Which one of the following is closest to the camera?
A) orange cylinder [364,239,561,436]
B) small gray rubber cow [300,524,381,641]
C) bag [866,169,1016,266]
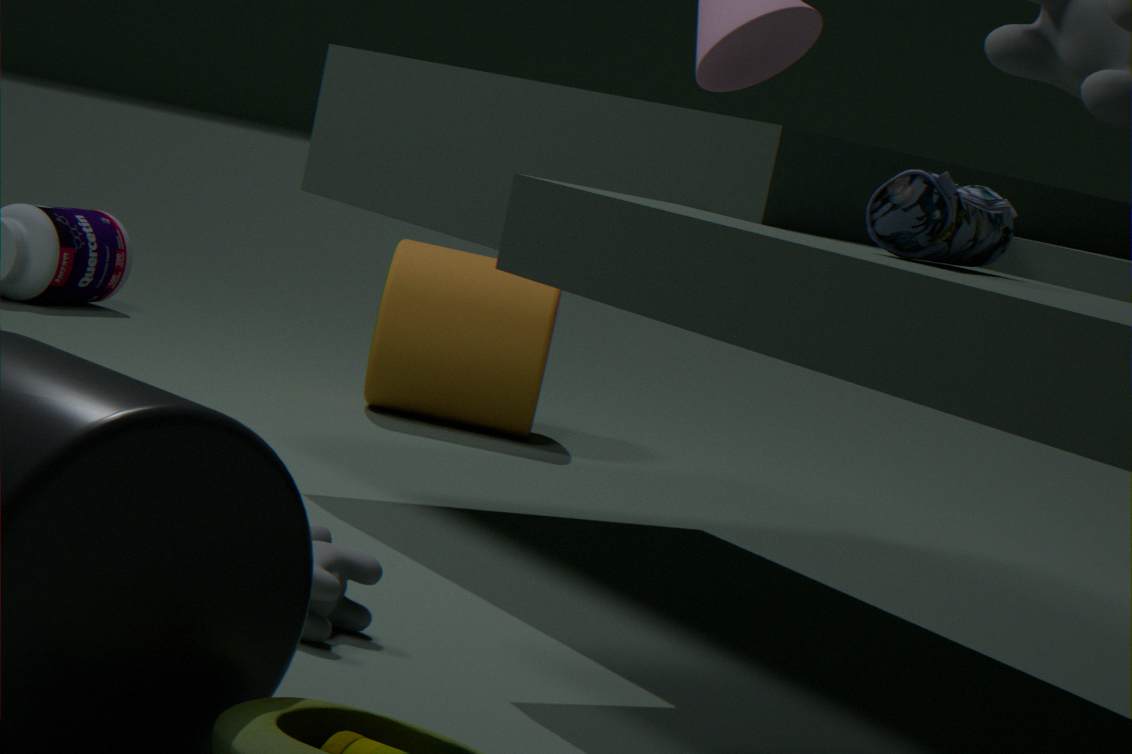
C. bag [866,169,1016,266]
